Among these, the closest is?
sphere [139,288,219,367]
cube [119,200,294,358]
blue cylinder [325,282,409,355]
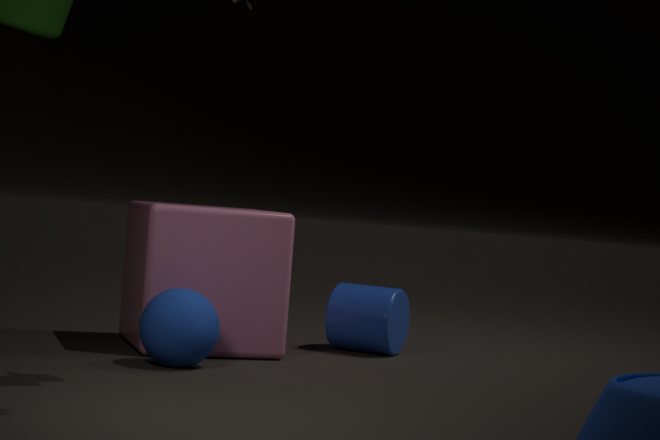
sphere [139,288,219,367]
